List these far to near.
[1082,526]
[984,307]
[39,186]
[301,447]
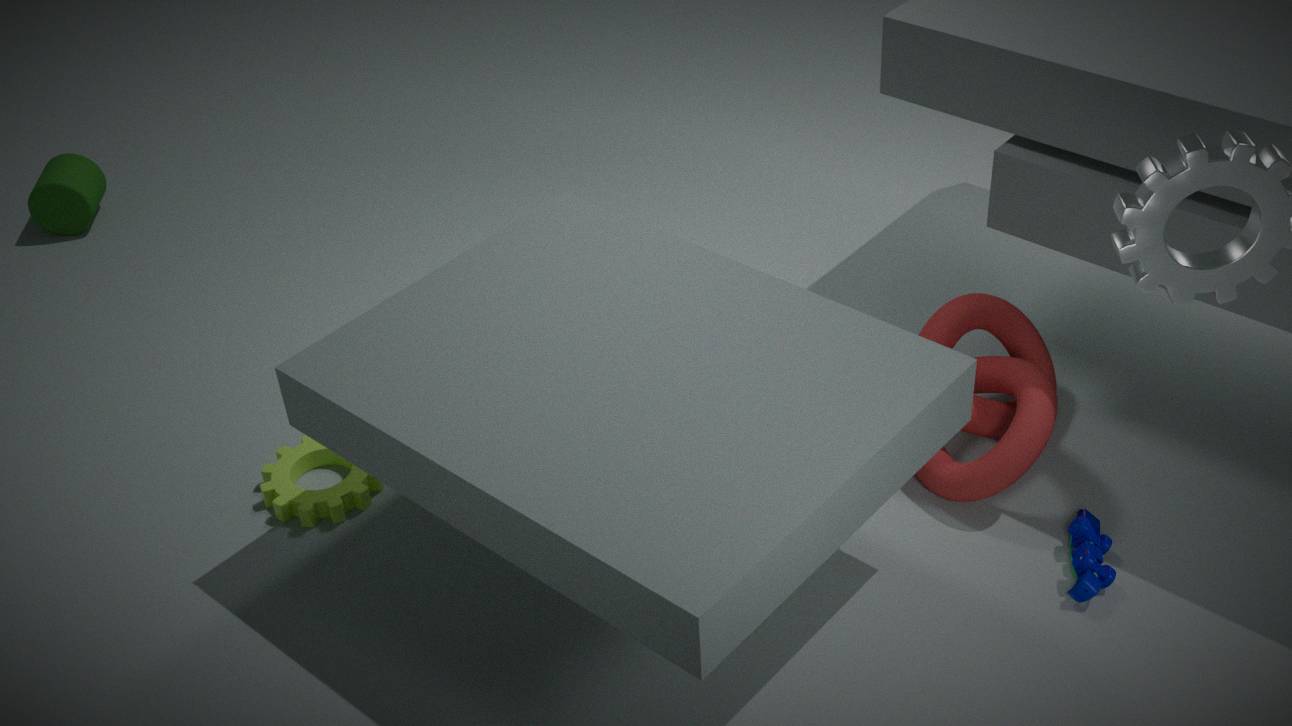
[39,186], [301,447], [984,307], [1082,526]
